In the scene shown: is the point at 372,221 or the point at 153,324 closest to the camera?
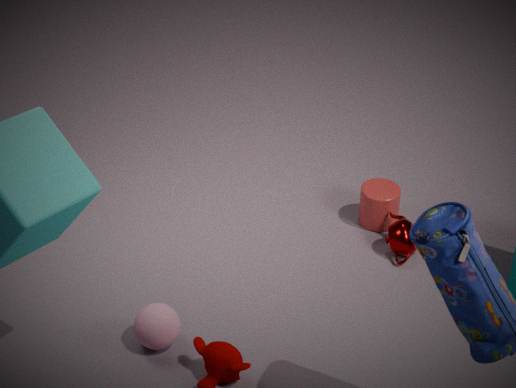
the point at 153,324
